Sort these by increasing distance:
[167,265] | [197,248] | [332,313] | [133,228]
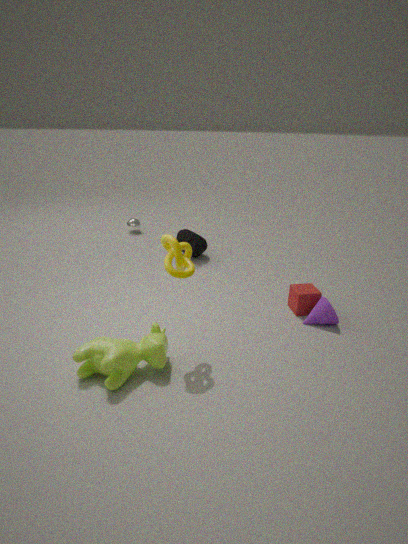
[167,265]
[332,313]
[197,248]
[133,228]
